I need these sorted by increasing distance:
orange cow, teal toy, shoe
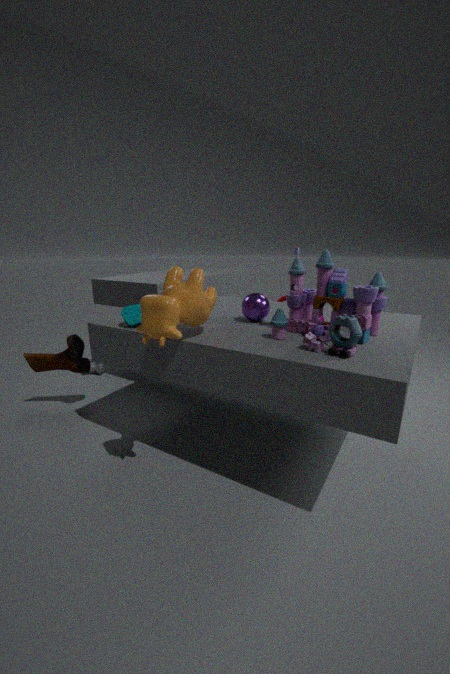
1. orange cow
2. teal toy
3. shoe
